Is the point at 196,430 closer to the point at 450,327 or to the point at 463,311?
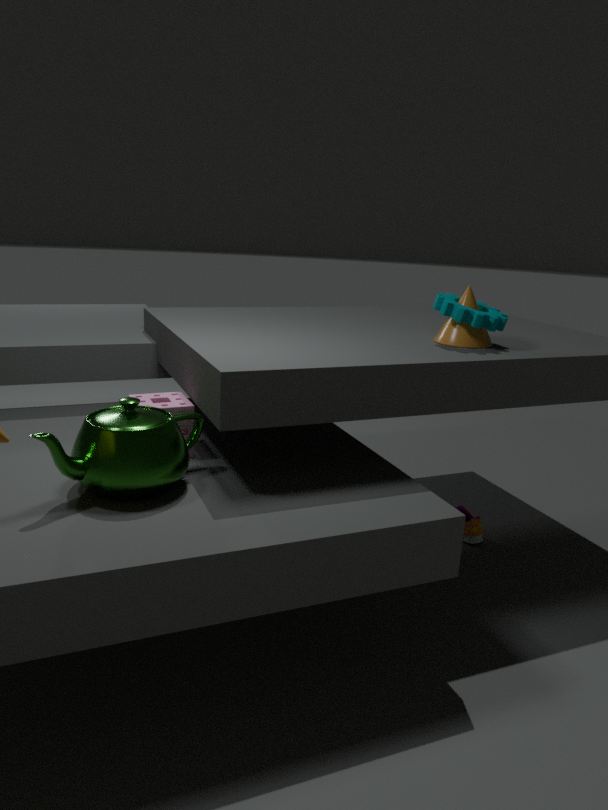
the point at 450,327
